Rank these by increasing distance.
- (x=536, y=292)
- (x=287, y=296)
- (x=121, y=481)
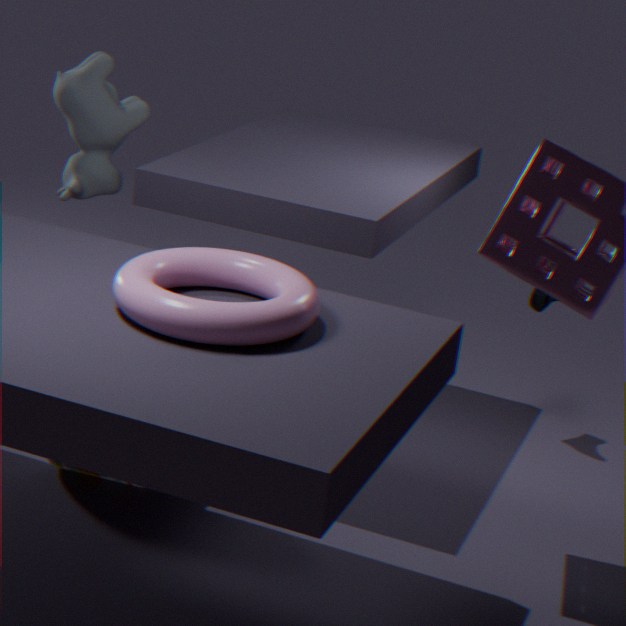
(x=287, y=296) → (x=121, y=481) → (x=536, y=292)
